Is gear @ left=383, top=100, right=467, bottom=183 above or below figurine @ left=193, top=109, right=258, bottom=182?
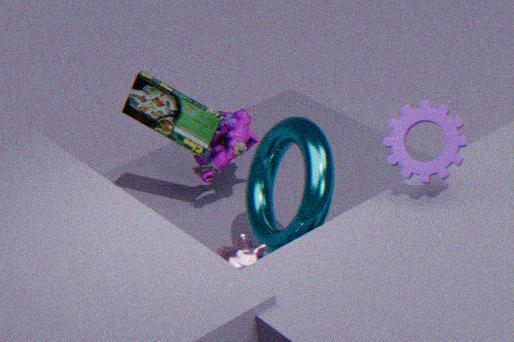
above
